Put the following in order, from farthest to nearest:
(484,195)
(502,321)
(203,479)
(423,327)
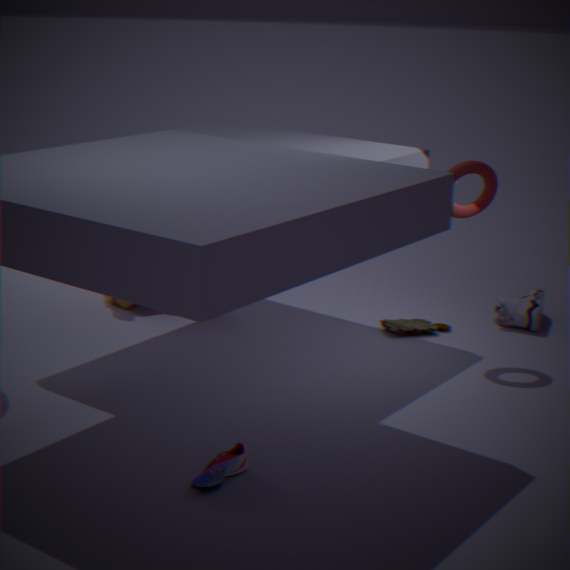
(502,321), (423,327), (484,195), (203,479)
